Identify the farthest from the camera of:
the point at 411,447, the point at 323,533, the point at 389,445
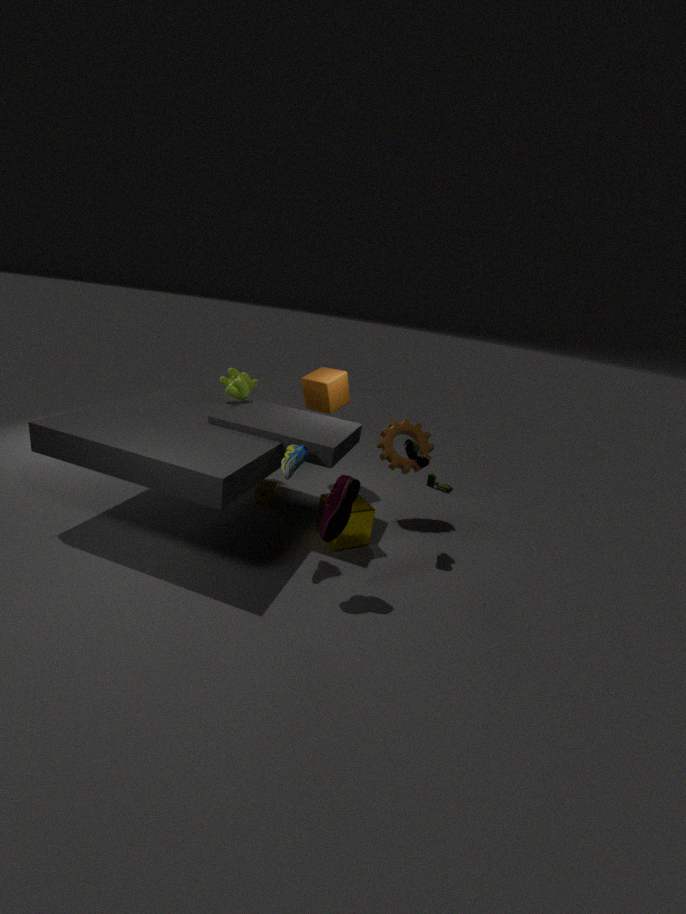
the point at 389,445
